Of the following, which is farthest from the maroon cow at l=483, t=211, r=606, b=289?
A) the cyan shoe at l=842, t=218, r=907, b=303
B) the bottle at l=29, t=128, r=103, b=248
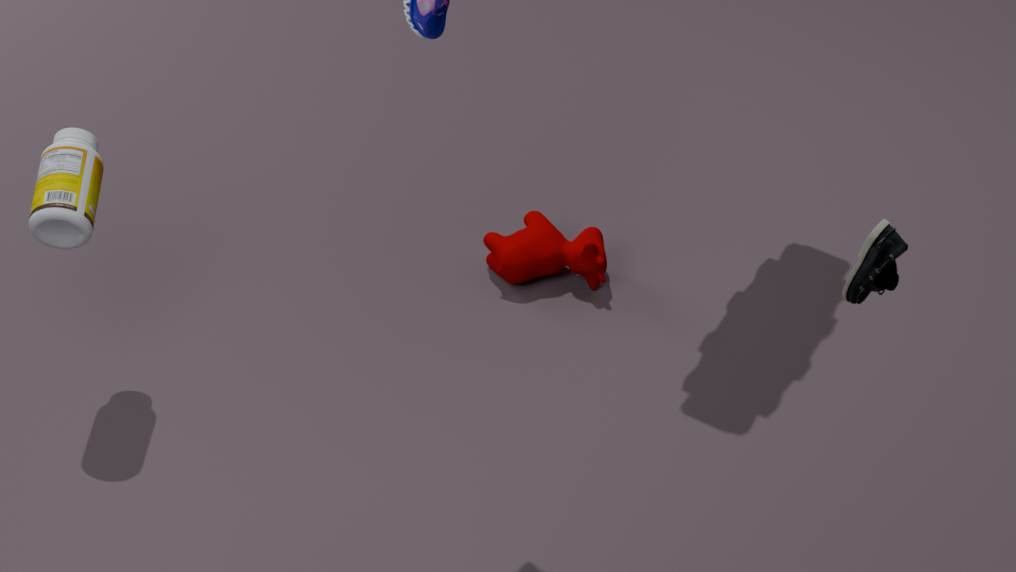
the cyan shoe at l=842, t=218, r=907, b=303
